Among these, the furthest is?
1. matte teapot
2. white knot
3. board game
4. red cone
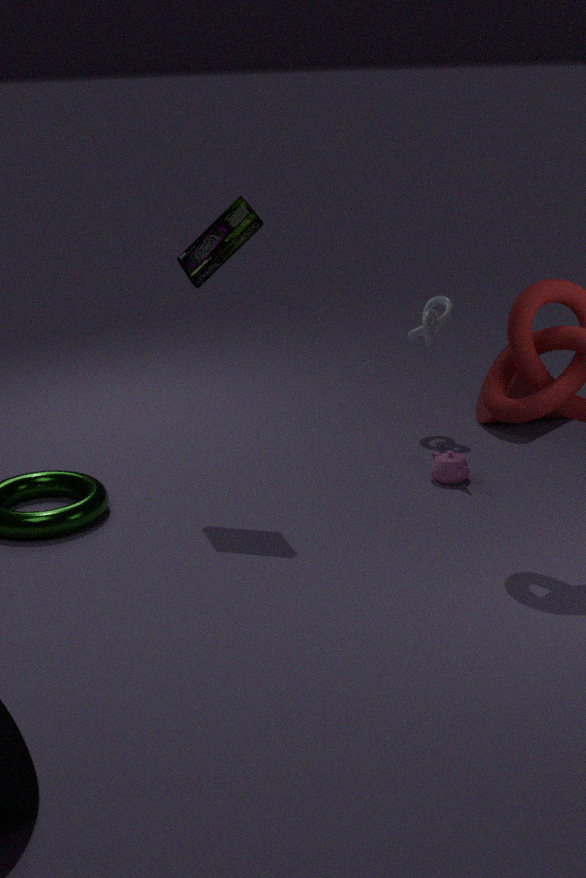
red cone
